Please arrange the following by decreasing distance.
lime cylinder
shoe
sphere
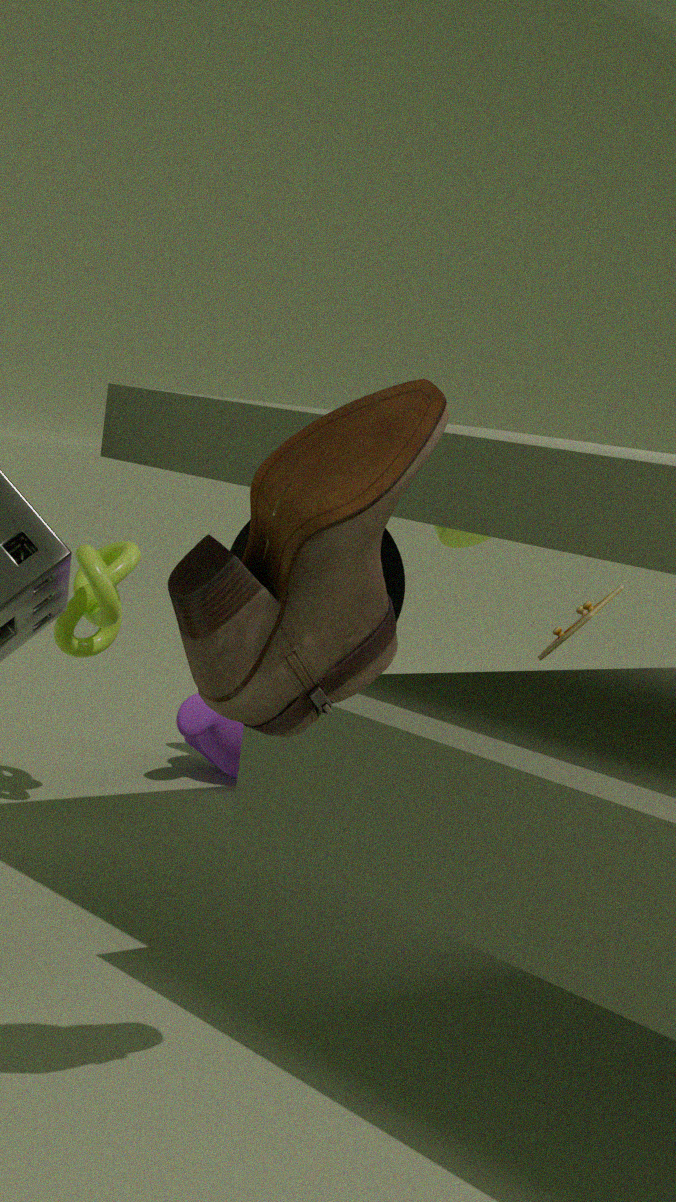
lime cylinder → sphere → shoe
